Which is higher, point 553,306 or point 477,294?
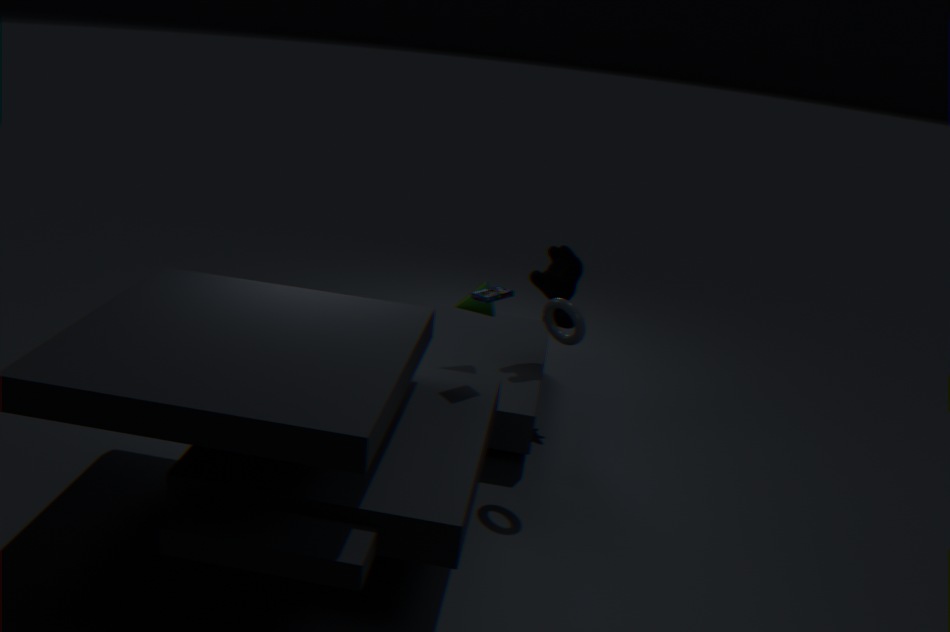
point 477,294
